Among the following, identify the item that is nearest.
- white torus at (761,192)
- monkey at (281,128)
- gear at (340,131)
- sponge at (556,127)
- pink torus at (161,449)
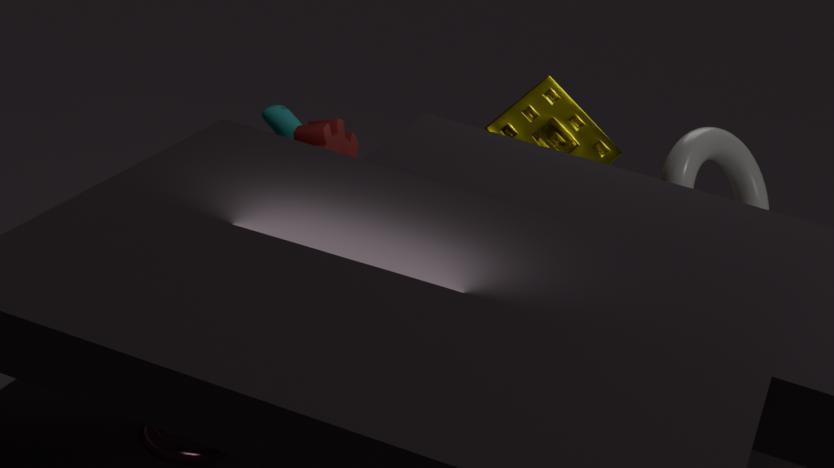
pink torus at (161,449)
